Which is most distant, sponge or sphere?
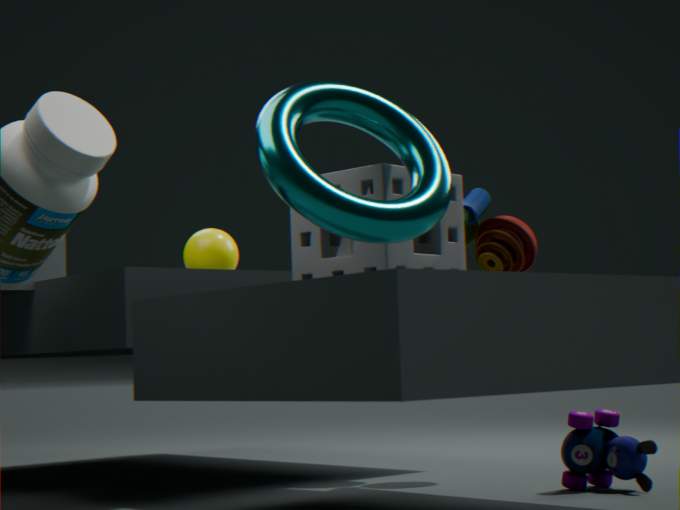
sphere
